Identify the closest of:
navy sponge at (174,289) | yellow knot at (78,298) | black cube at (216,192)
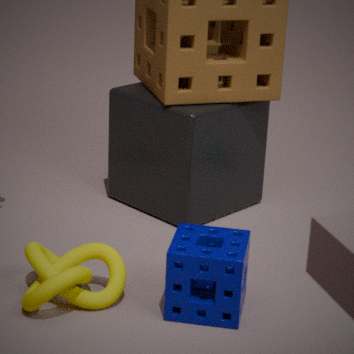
navy sponge at (174,289)
